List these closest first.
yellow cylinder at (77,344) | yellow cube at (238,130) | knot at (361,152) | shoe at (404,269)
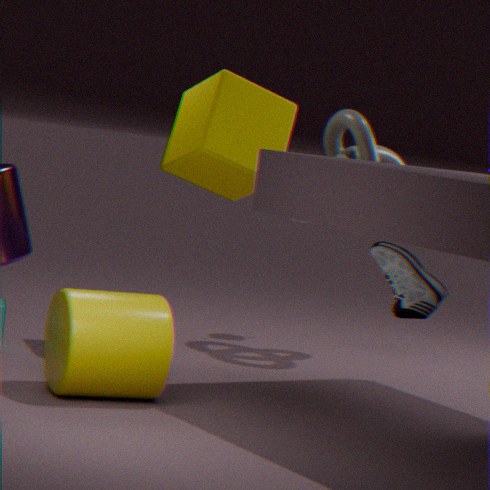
1. yellow cylinder at (77,344)
2. shoe at (404,269)
3. yellow cube at (238,130)
4. knot at (361,152)
